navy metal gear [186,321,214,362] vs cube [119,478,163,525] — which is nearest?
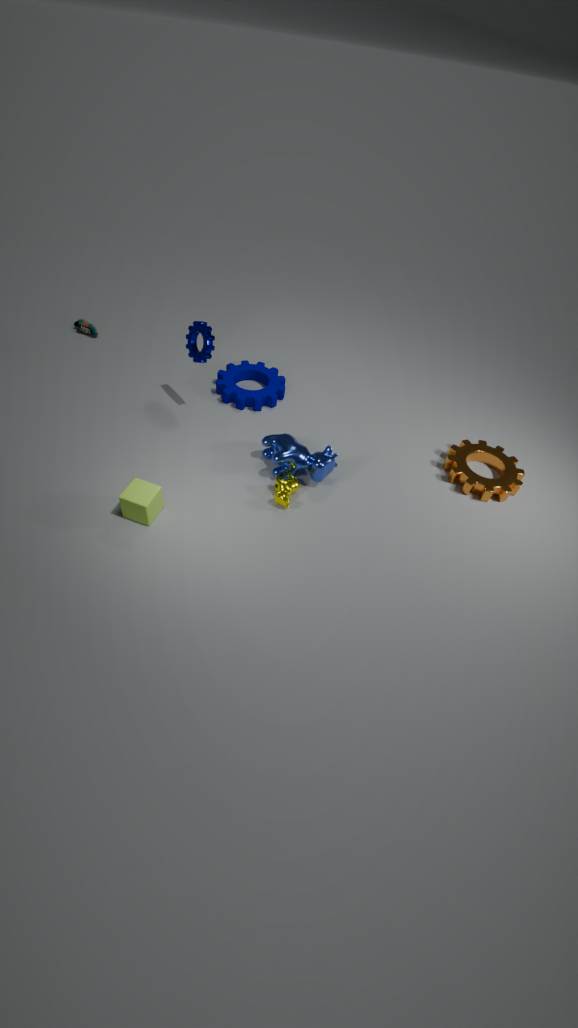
cube [119,478,163,525]
